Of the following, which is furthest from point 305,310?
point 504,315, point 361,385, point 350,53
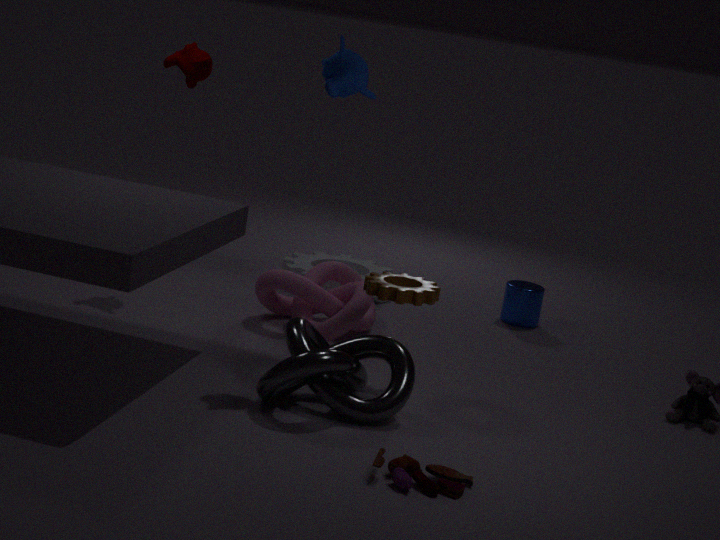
point 350,53
